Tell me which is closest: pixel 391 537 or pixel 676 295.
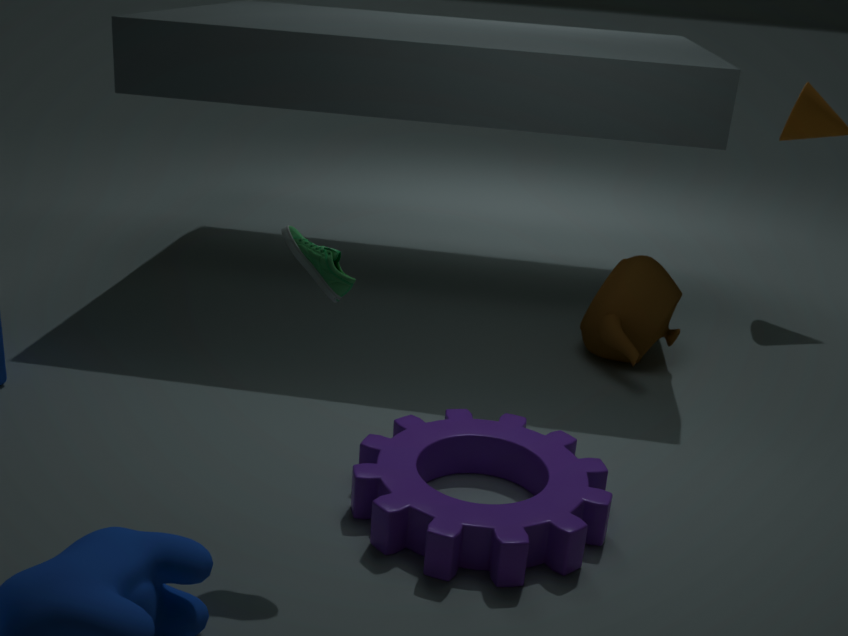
pixel 391 537
